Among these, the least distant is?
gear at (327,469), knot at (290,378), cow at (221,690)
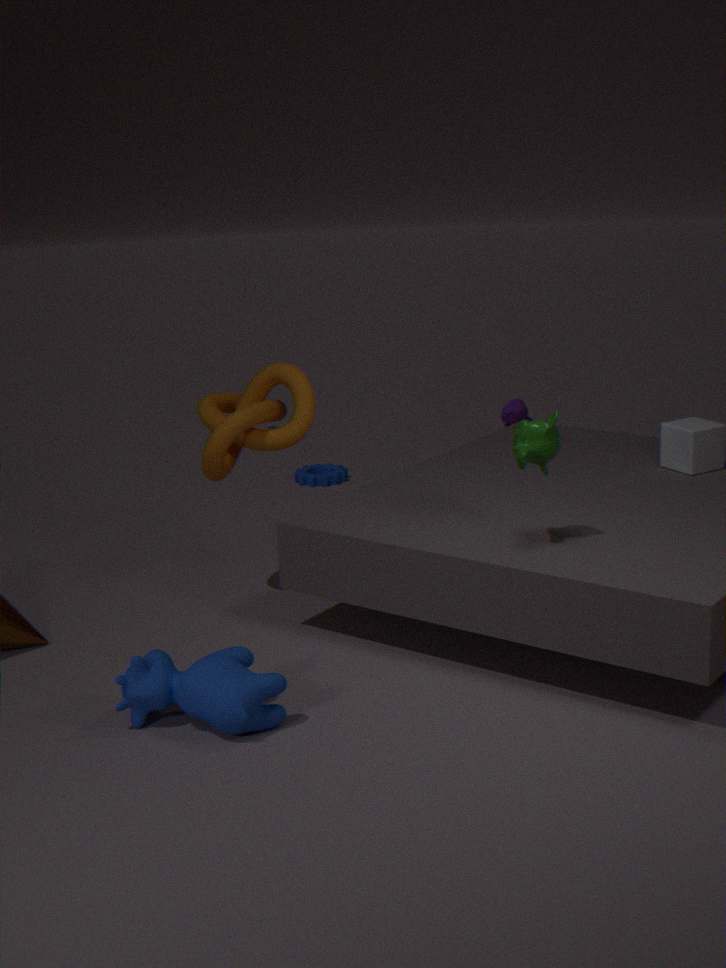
cow at (221,690)
